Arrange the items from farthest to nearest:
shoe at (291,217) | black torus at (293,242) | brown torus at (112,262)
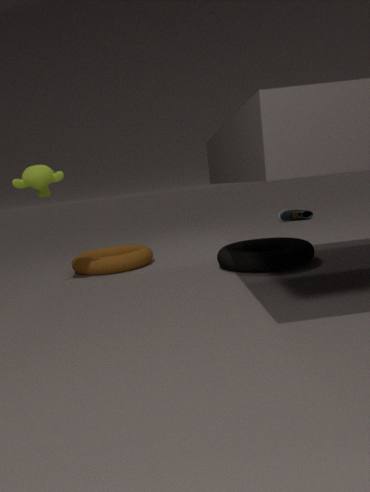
1. shoe at (291,217)
2. brown torus at (112,262)
3. black torus at (293,242)
